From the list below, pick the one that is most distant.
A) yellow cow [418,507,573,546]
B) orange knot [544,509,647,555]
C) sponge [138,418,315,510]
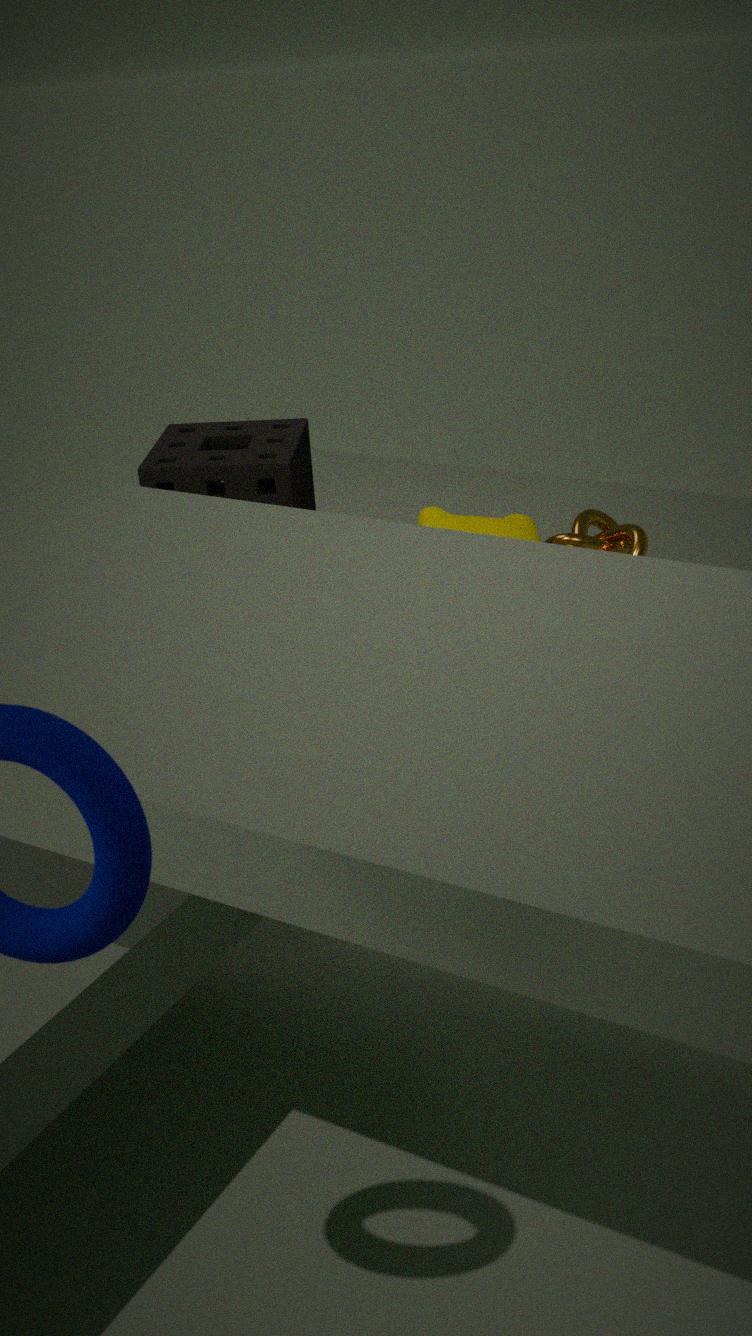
orange knot [544,509,647,555]
